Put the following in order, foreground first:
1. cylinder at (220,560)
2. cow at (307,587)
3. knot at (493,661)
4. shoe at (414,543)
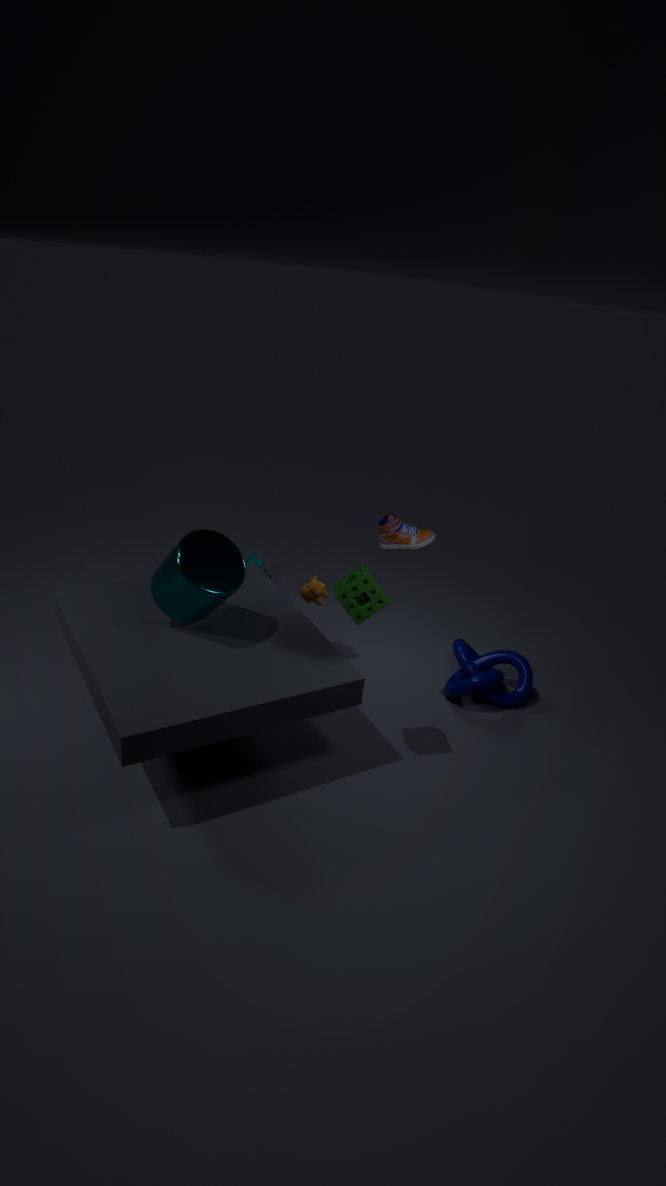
1. cylinder at (220,560)
2. shoe at (414,543)
3. knot at (493,661)
4. cow at (307,587)
